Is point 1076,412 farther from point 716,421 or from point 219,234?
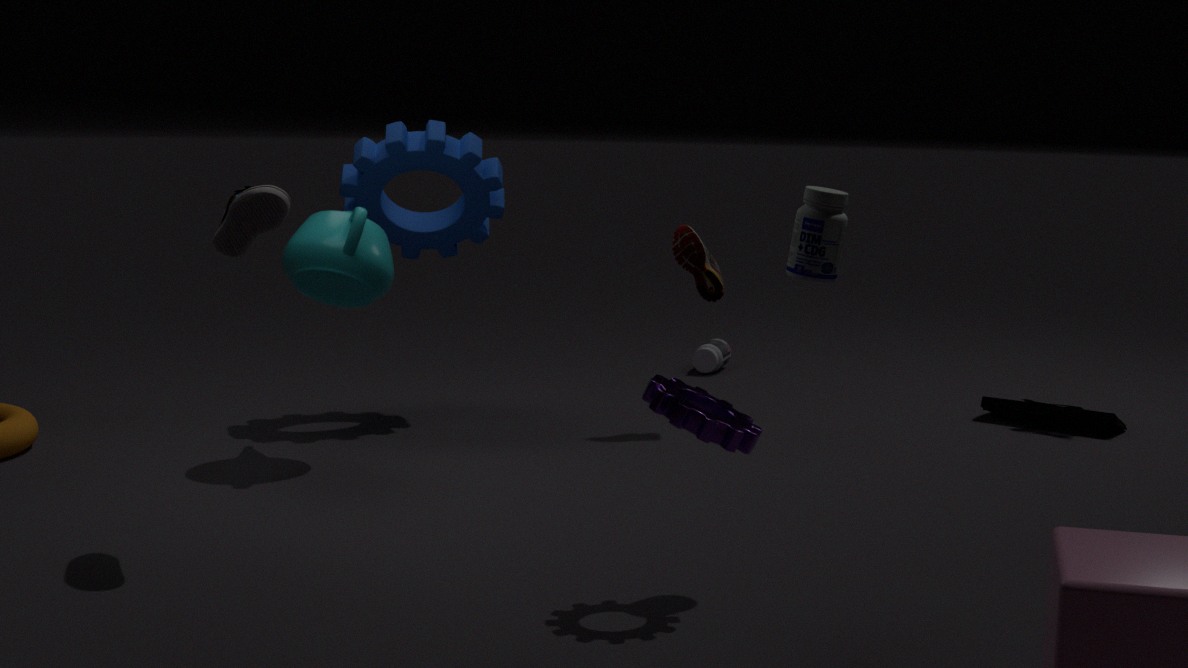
point 219,234
